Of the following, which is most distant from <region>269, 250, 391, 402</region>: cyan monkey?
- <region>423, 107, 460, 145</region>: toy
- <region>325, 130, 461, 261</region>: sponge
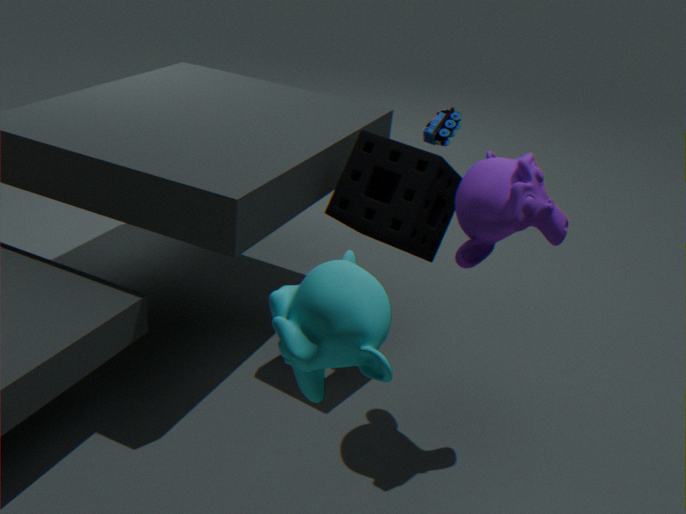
<region>423, 107, 460, 145</region>: toy
